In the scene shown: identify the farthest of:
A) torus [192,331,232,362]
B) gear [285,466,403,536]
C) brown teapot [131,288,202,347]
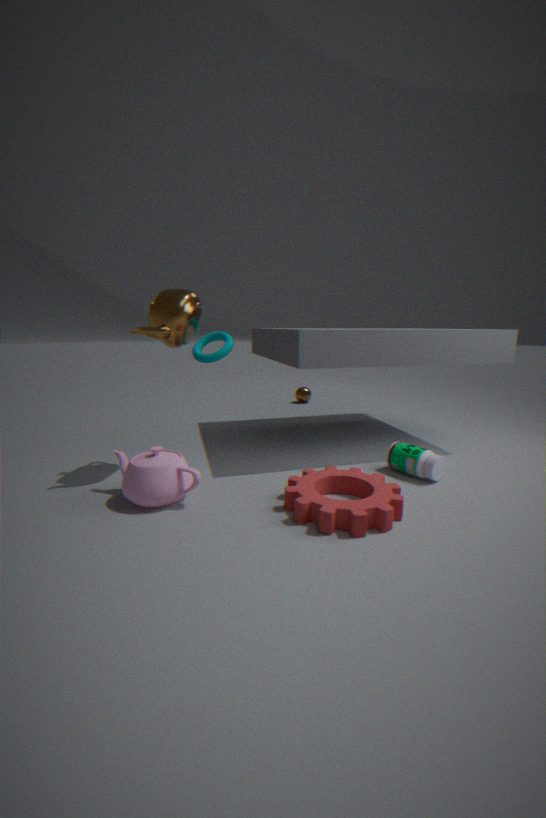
torus [192,331,232,362]
